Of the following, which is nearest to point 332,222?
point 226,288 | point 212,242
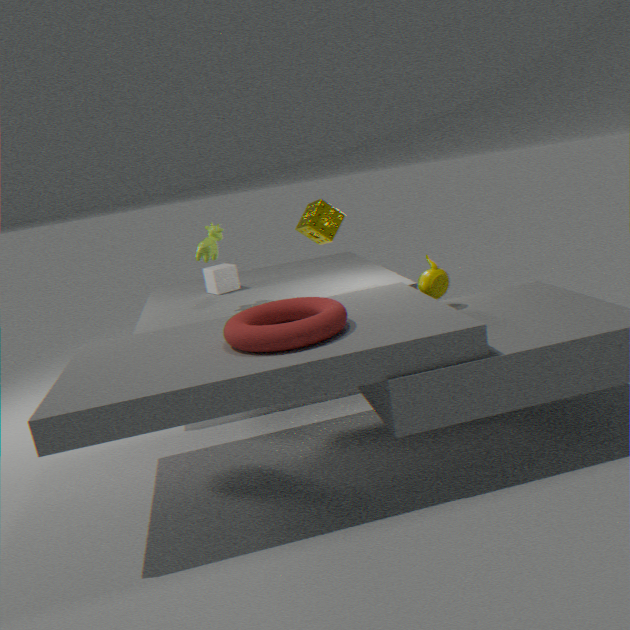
point 212,242
